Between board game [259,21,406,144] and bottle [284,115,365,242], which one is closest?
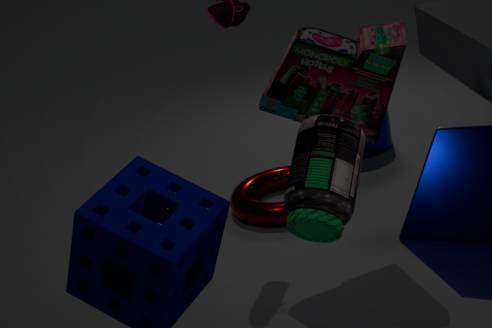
bottle [284,115,365,242]
